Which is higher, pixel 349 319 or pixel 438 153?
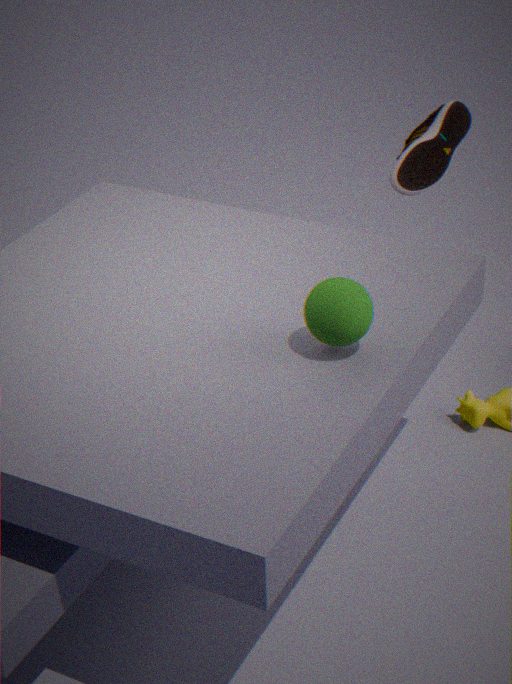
pixel 438 153
